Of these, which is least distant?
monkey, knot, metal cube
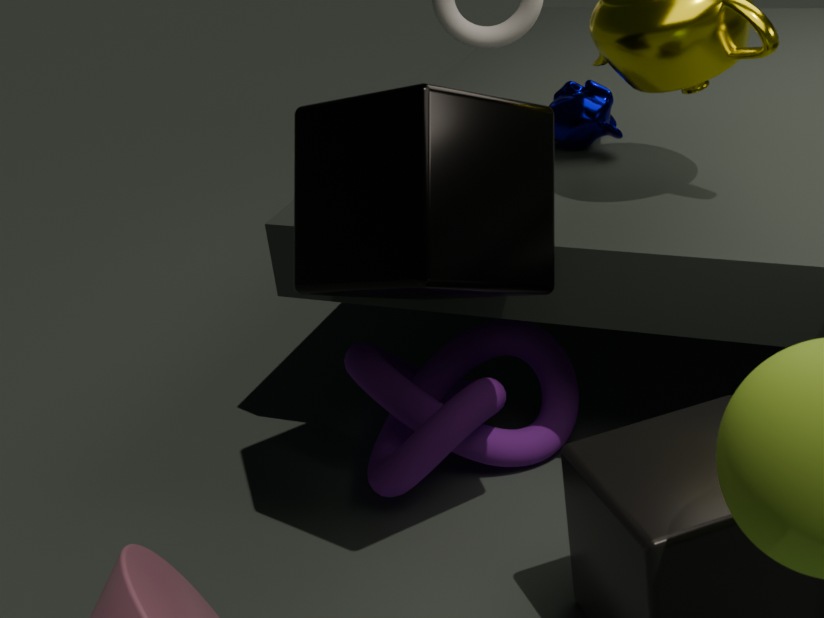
metal cube
